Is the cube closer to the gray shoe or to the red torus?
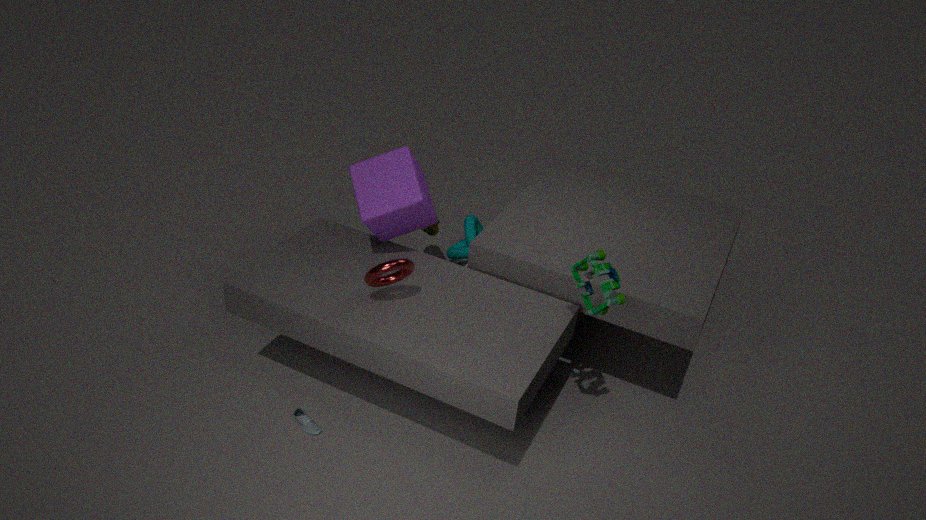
the red torus
